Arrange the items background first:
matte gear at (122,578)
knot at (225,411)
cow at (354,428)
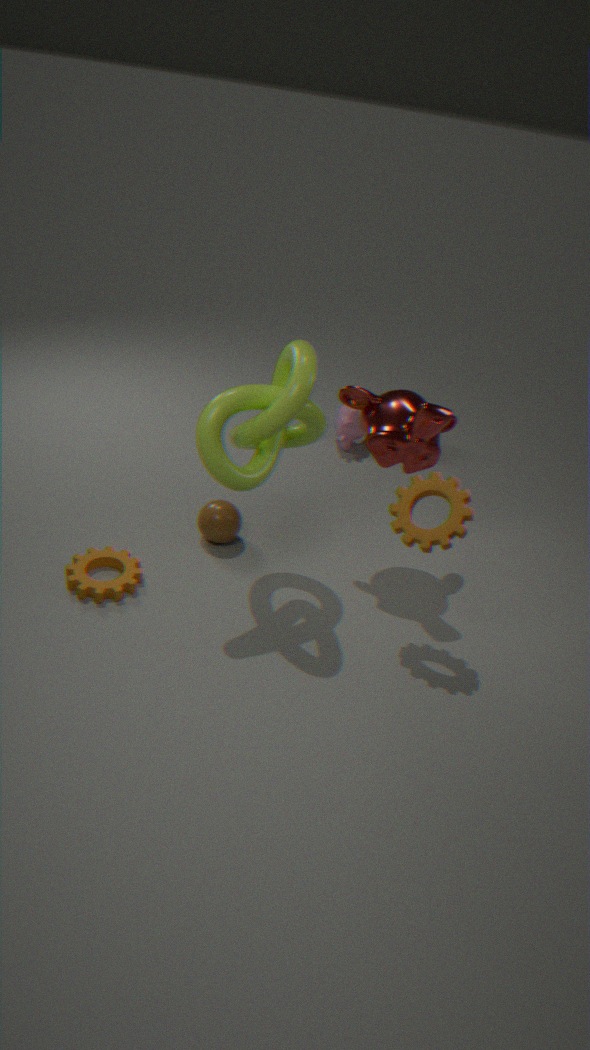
cow at (354,428) < matte gear at (122,578) < knot at (225,411)
